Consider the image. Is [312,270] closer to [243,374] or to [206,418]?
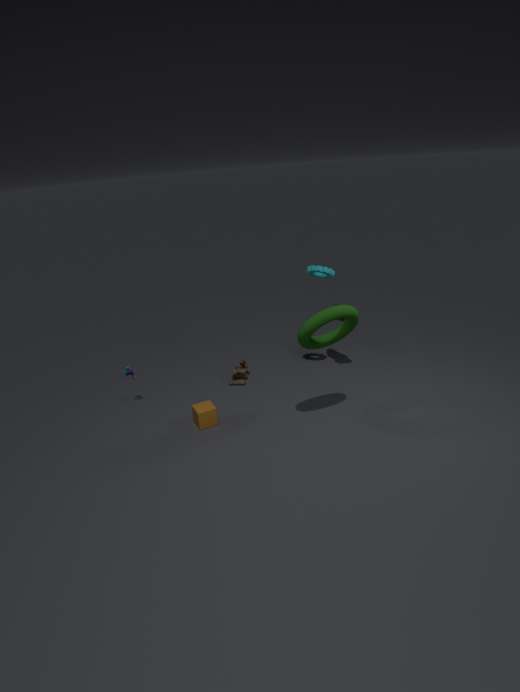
[243,374]
